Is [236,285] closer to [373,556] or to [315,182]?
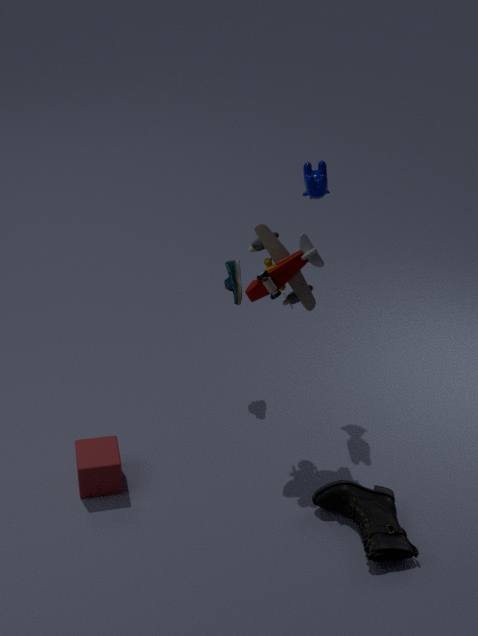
[315,182]
